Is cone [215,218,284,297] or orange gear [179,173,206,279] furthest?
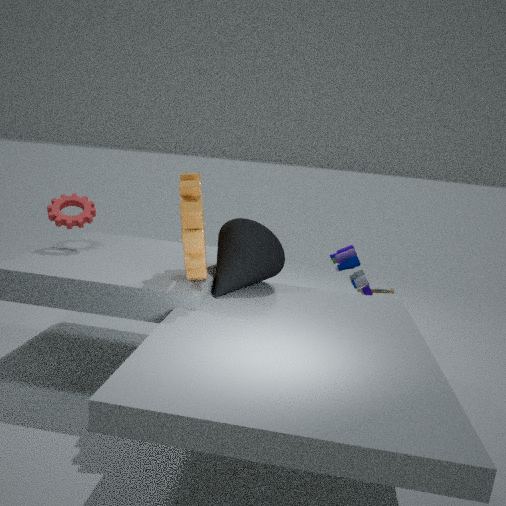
cone [215,218,284,297]
